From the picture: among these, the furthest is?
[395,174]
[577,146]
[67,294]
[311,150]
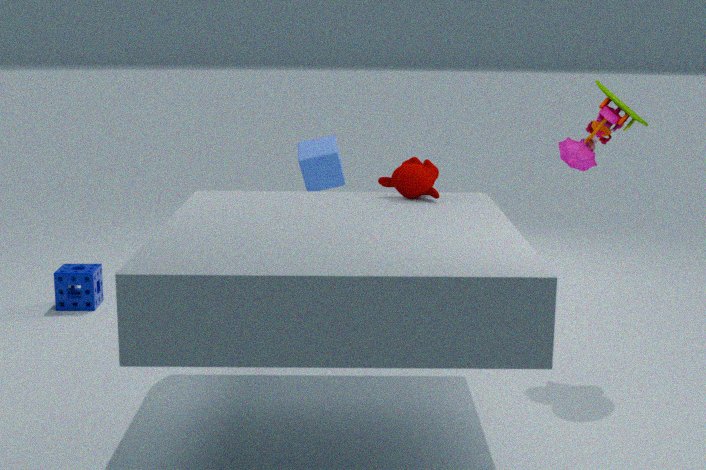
[67,294]
